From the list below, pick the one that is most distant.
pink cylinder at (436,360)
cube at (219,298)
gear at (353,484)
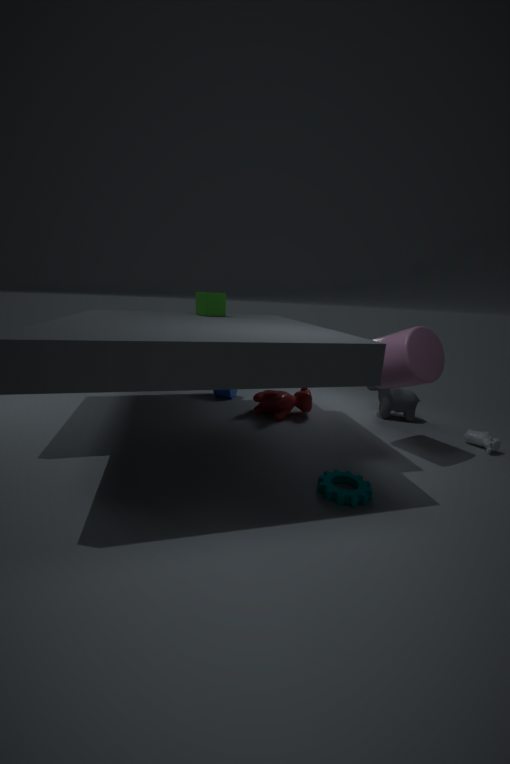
cube at (219,298)
